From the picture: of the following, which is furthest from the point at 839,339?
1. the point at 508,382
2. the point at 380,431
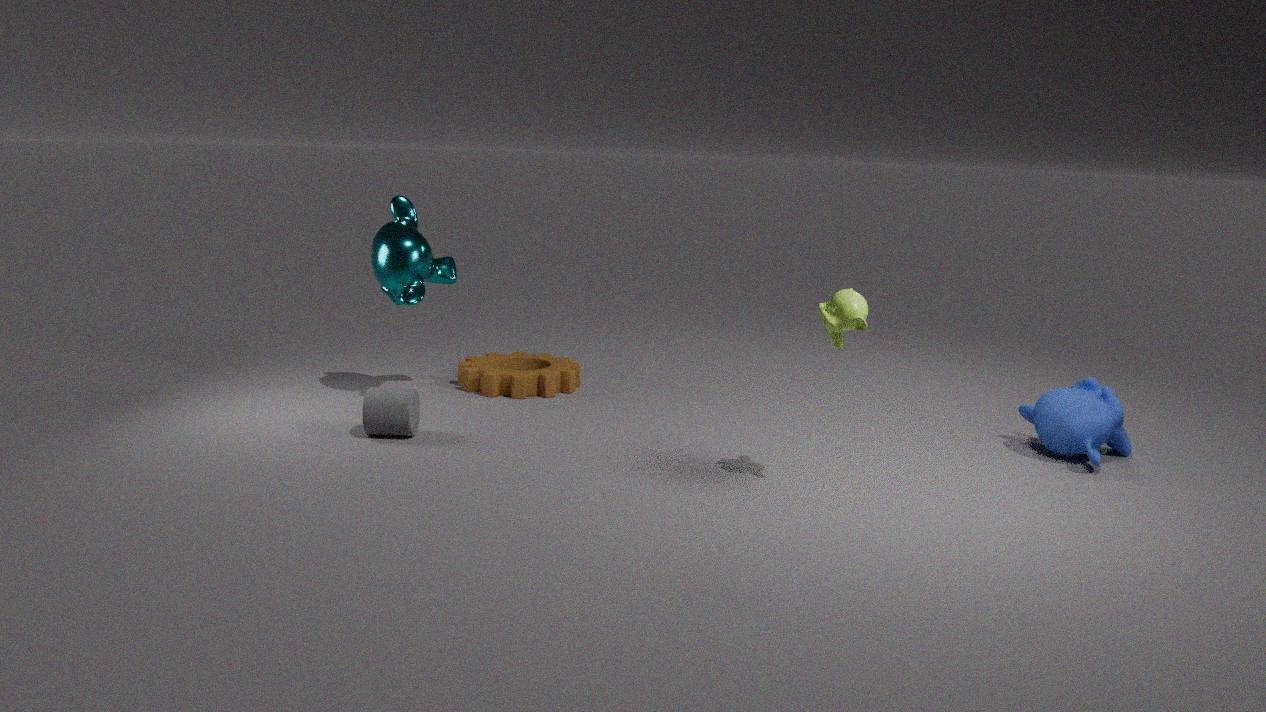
the point at 508,382
